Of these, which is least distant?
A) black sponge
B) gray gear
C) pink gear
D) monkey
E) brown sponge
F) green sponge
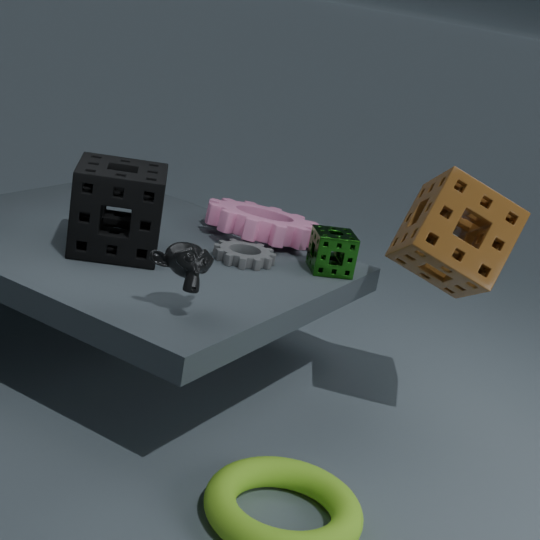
monkey
